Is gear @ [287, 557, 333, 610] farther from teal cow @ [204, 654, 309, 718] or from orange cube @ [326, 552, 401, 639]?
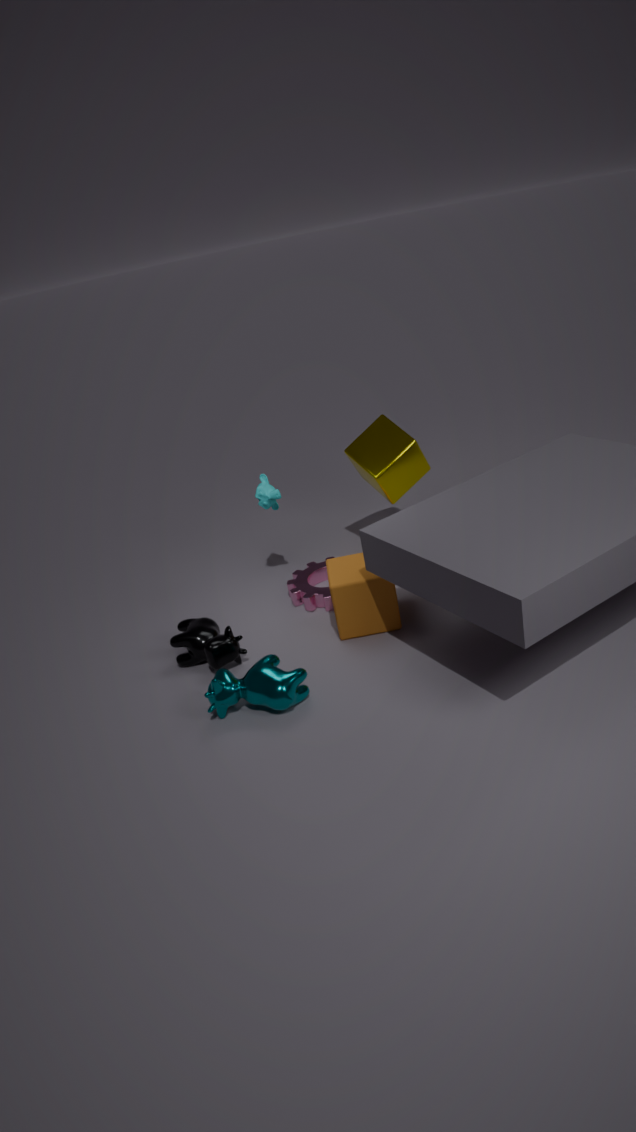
teal cow @ [204, 654, 309, 718]
